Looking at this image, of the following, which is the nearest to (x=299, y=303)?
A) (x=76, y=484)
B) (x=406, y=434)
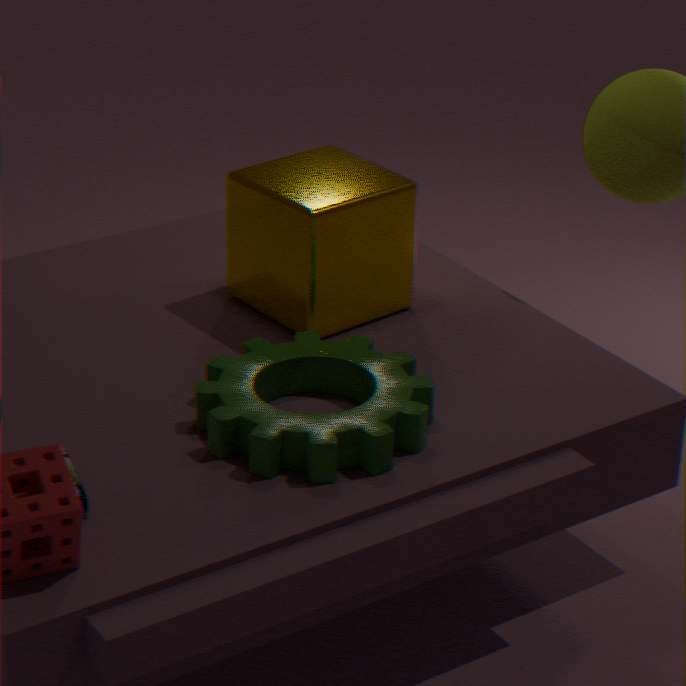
(x=406, y=434)
